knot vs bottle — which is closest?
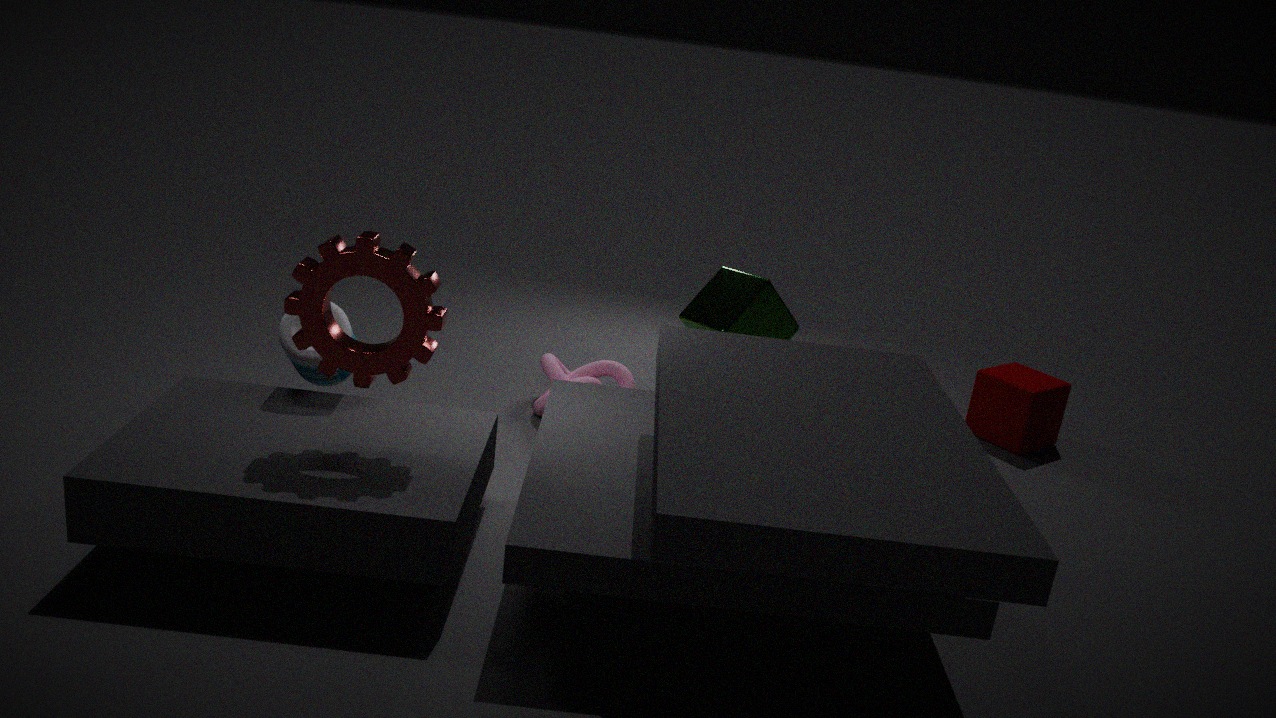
bottle
